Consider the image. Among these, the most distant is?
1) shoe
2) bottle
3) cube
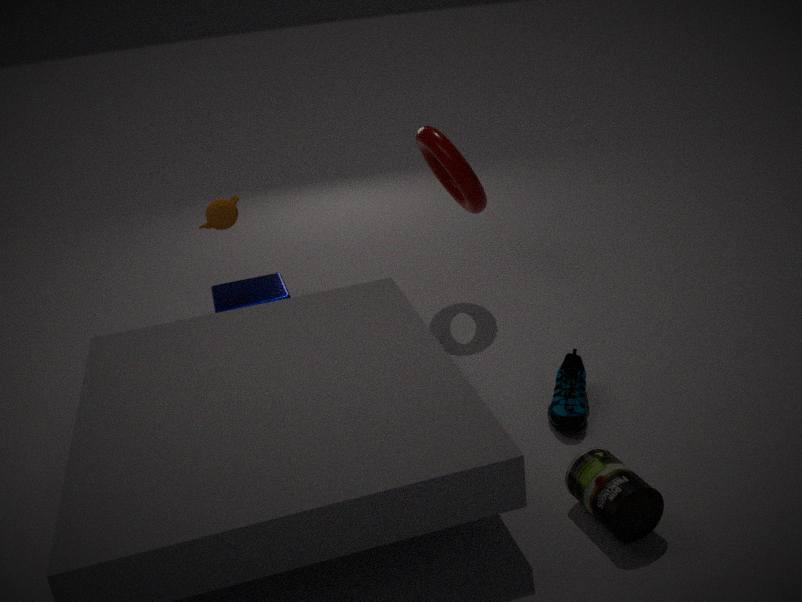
3. cube
